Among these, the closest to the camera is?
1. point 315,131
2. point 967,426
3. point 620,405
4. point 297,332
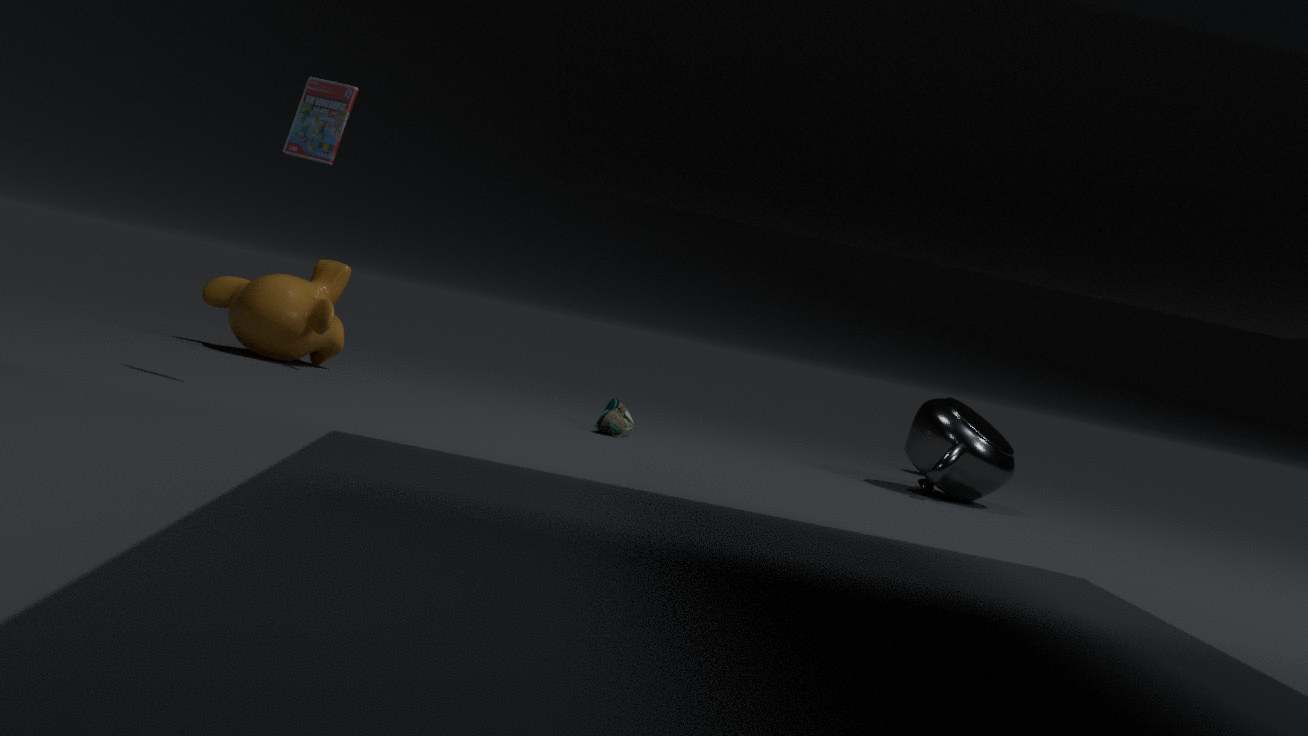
point 315,131
